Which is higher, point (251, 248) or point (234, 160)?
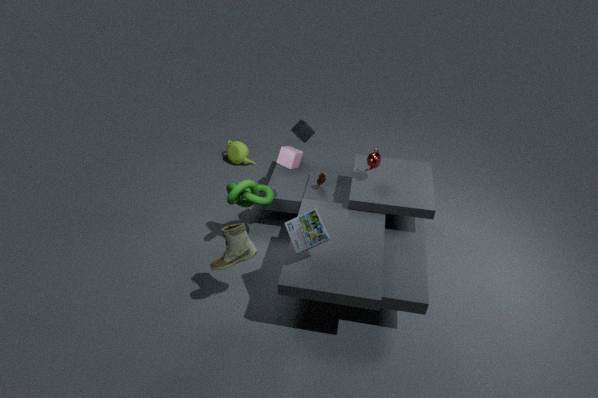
point (251, 248)
